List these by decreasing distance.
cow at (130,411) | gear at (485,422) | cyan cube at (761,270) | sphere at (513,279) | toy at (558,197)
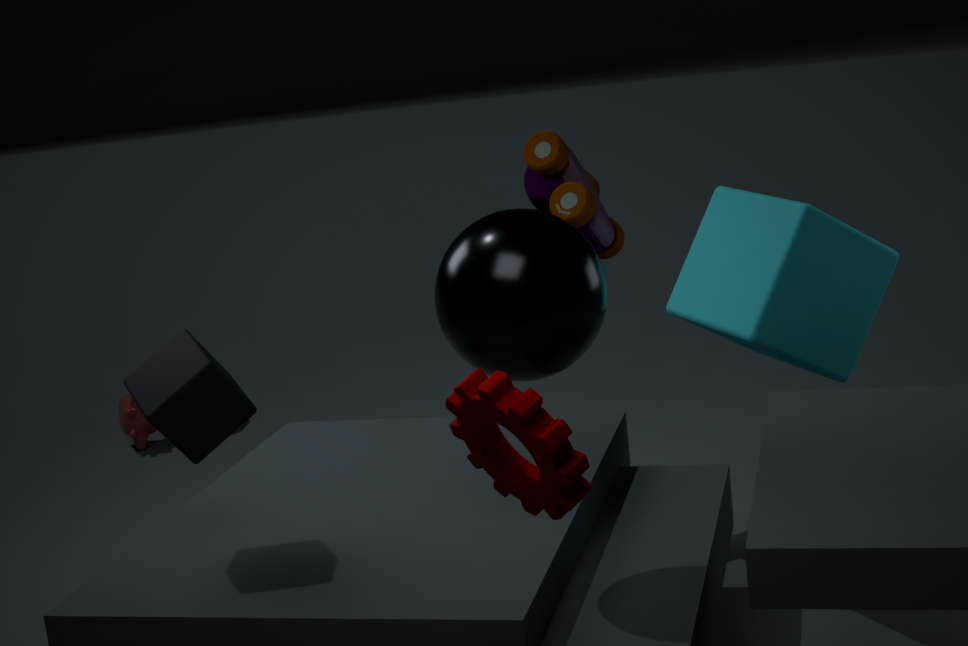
cow at (130,411), toy at (558,197), cyan cube at (761,270), sphere at (513,279), gear at (485,422)
